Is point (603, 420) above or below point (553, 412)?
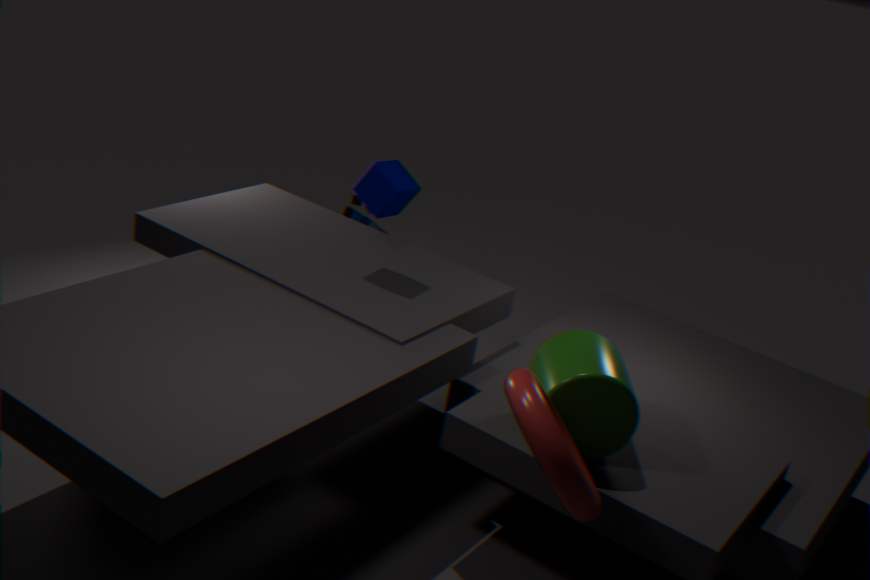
below
